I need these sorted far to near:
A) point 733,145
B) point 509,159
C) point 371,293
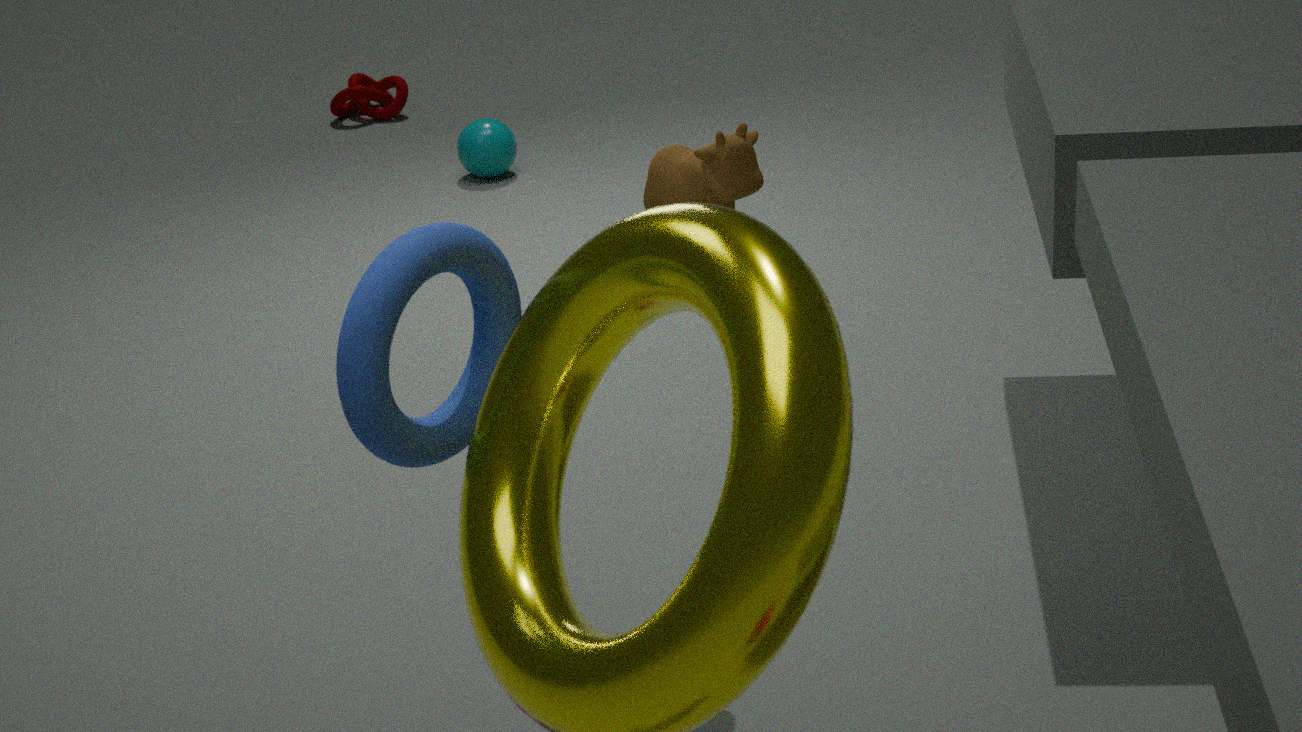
point 509,159
point 733,145
point 371,293
